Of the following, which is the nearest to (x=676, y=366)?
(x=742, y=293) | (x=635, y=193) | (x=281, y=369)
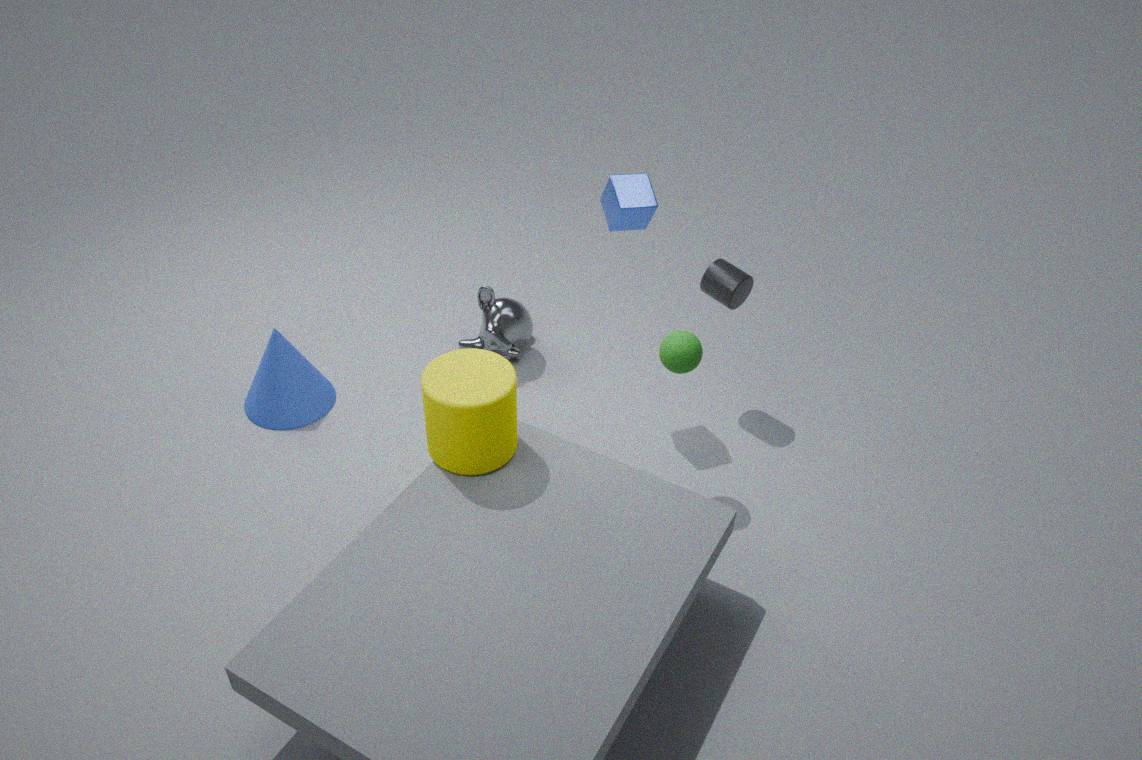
(x=742, y=293)
